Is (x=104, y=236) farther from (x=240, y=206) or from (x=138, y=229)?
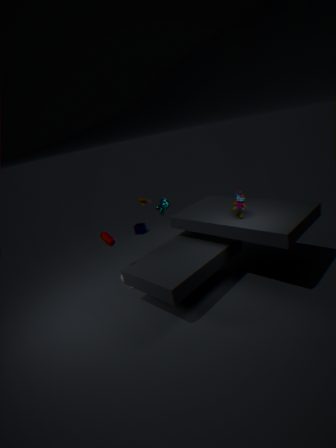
(x=138, y=229)
